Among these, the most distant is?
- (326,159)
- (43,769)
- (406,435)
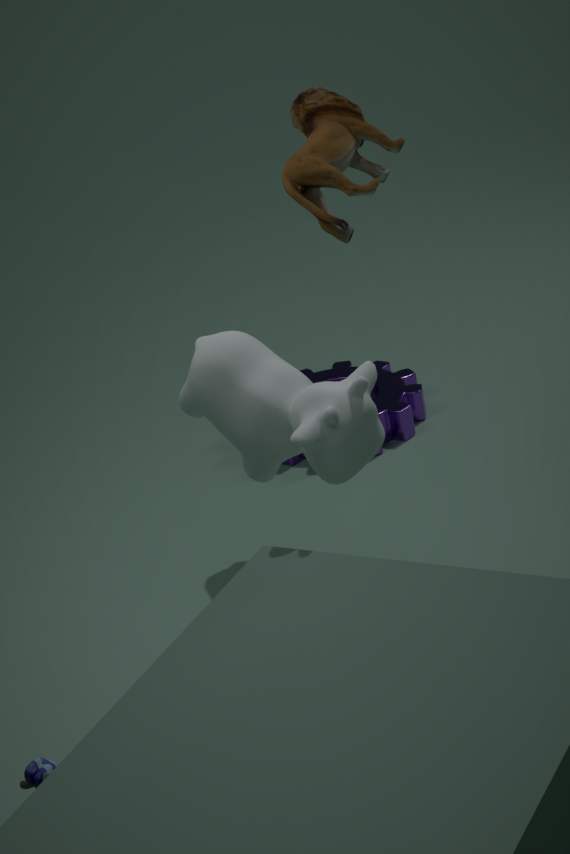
(406,435)
